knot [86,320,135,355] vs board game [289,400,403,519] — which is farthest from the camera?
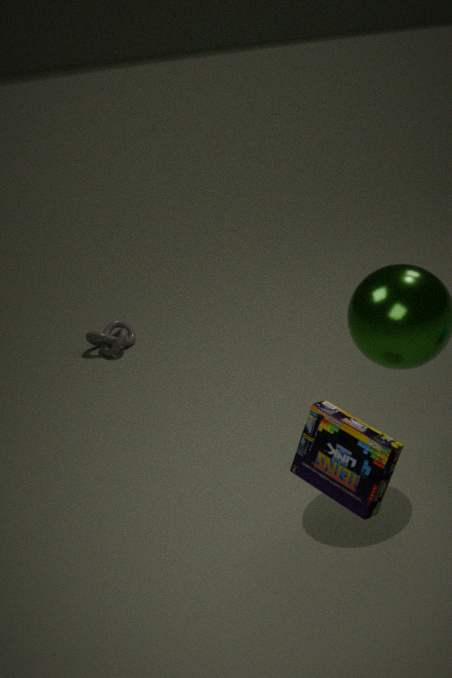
knot [86,320,135,355]
